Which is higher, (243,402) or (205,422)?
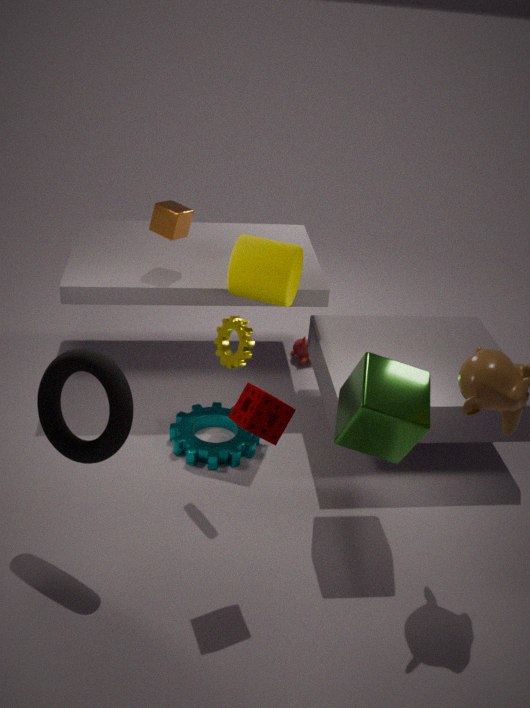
(243,402)
